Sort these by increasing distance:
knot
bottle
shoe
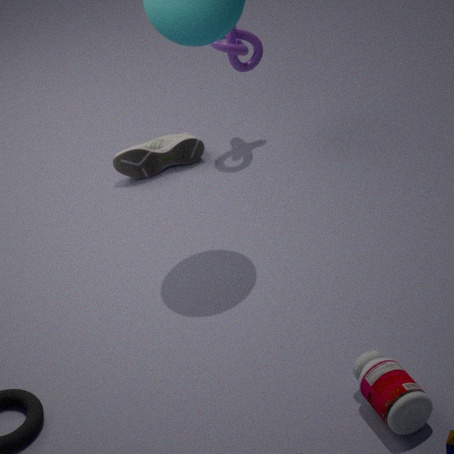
bottle, knot, shoe
